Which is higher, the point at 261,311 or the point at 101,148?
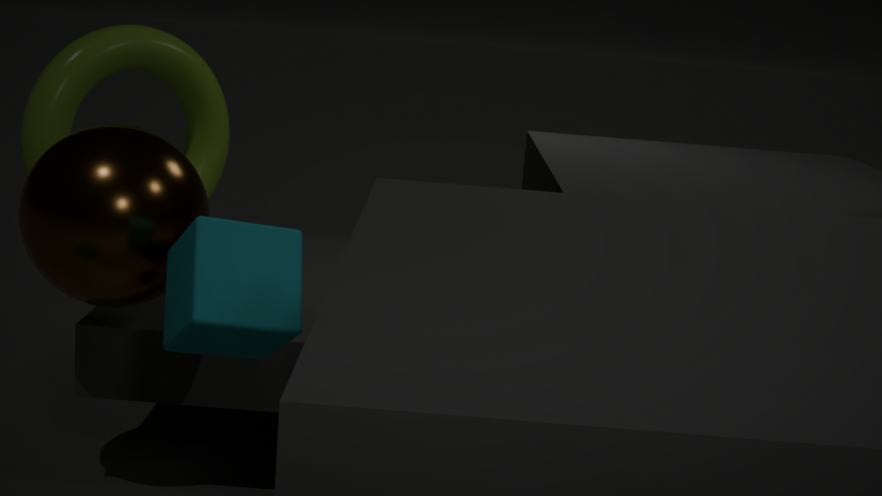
the point at 101,148
